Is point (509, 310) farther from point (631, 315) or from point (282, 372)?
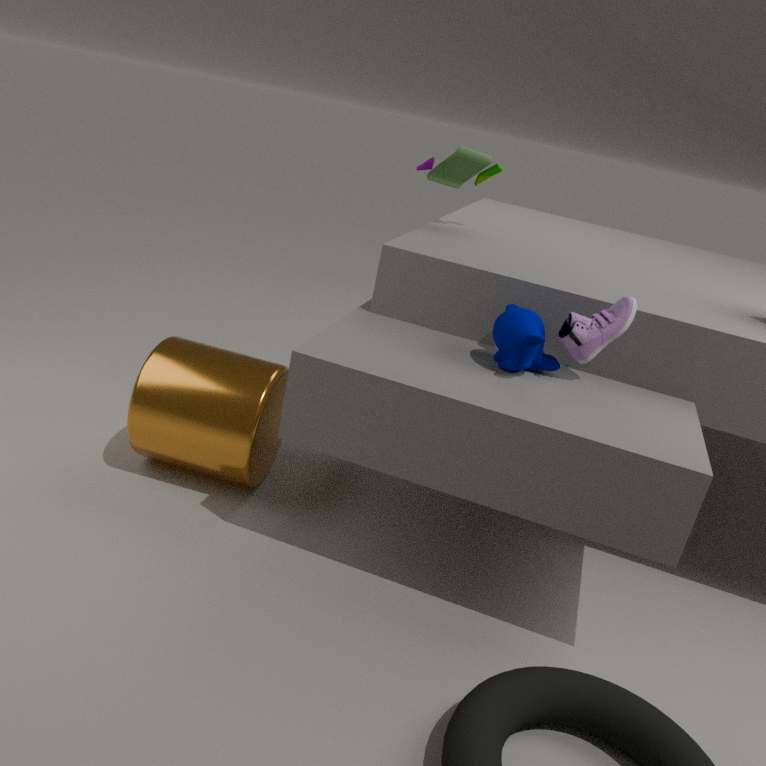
point (282, 372)
